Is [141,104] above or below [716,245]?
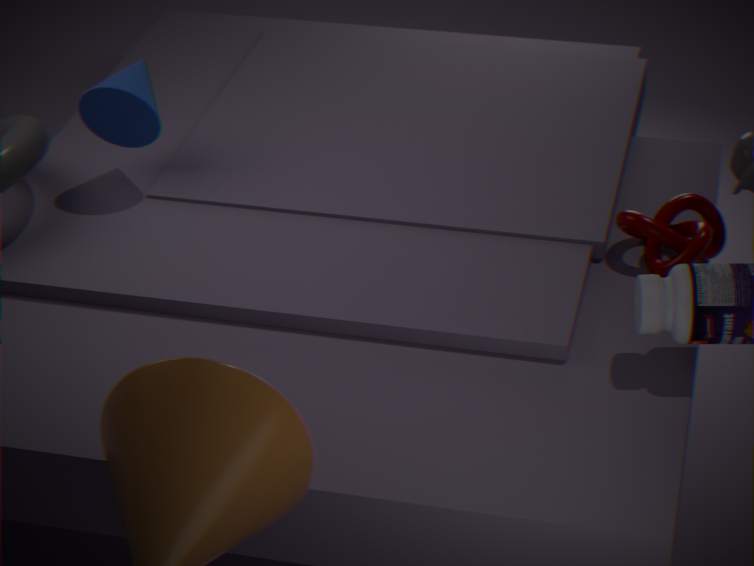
above
